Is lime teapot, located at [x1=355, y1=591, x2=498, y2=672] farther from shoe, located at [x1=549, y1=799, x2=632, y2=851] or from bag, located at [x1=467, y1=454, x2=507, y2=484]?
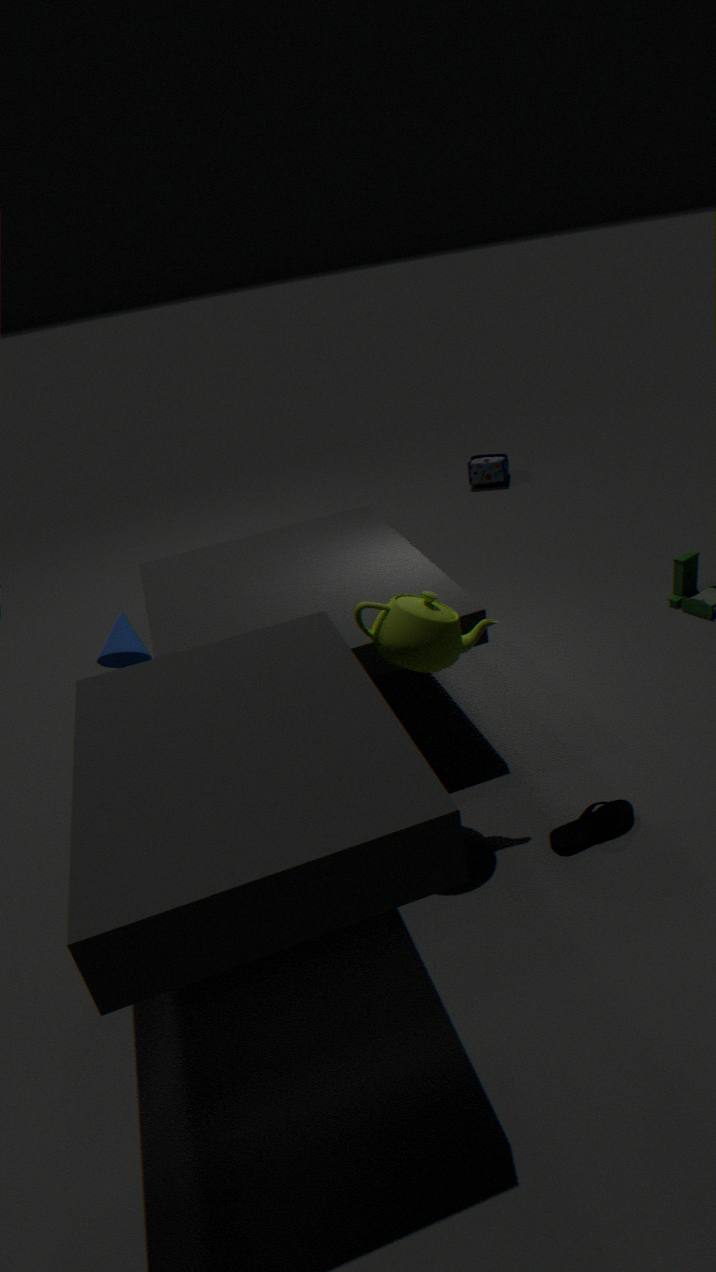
bag, located at [x1=467, y1=454, x2=507, y2=484]
